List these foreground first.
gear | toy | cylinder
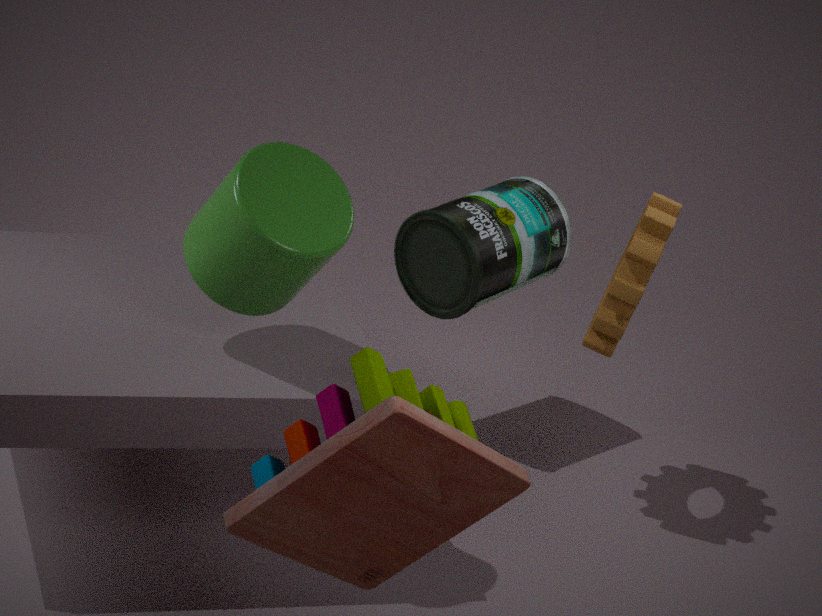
toy
cylinder
gear
